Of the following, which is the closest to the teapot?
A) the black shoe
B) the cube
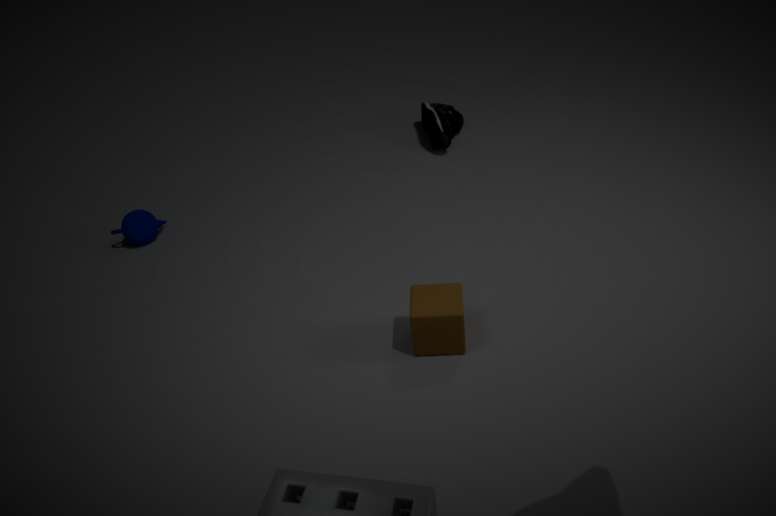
the cube
